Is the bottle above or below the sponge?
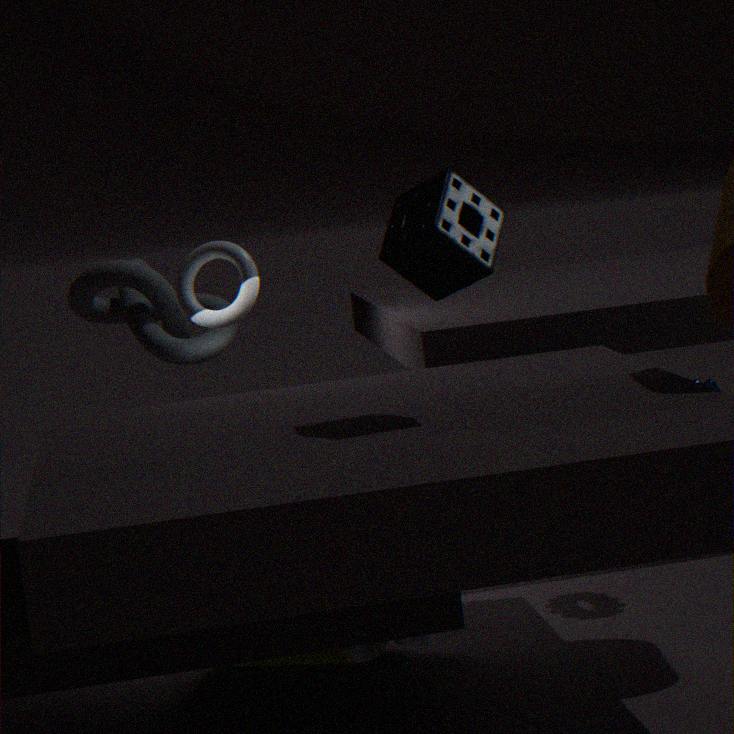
below
